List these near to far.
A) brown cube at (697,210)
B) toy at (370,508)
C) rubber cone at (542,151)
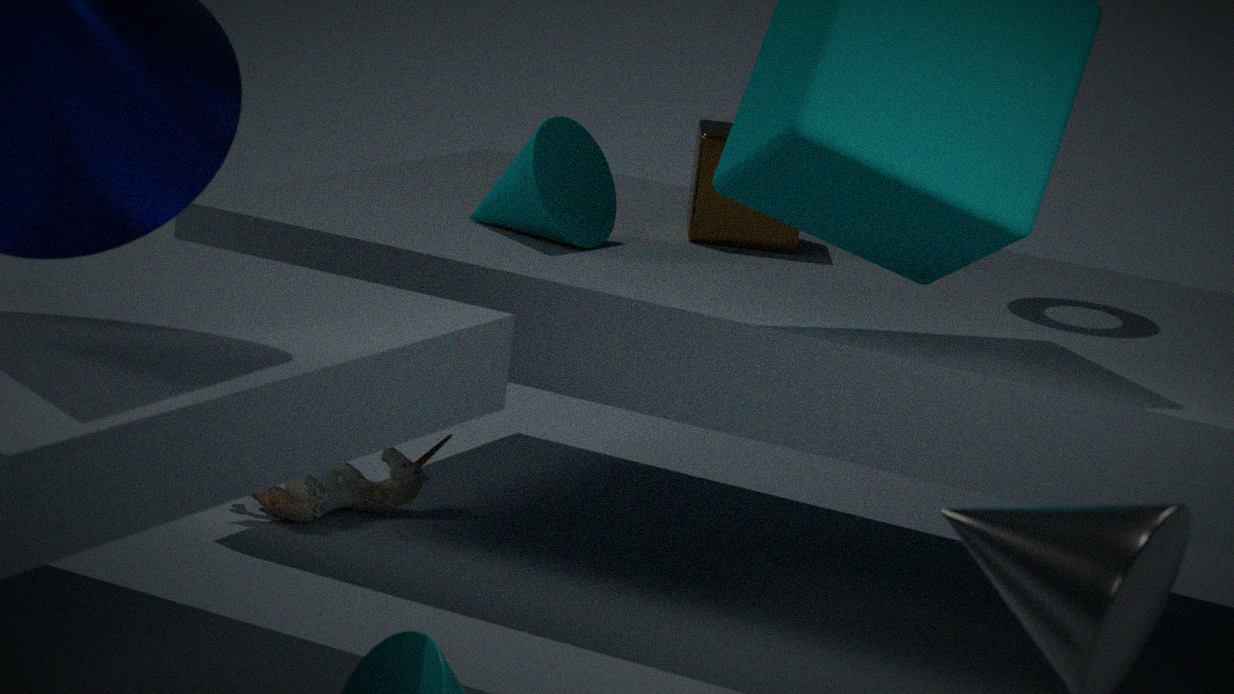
1. rubber cone at (542,151)
2. toy at (370,508)
3. brown cube at (697,210)
